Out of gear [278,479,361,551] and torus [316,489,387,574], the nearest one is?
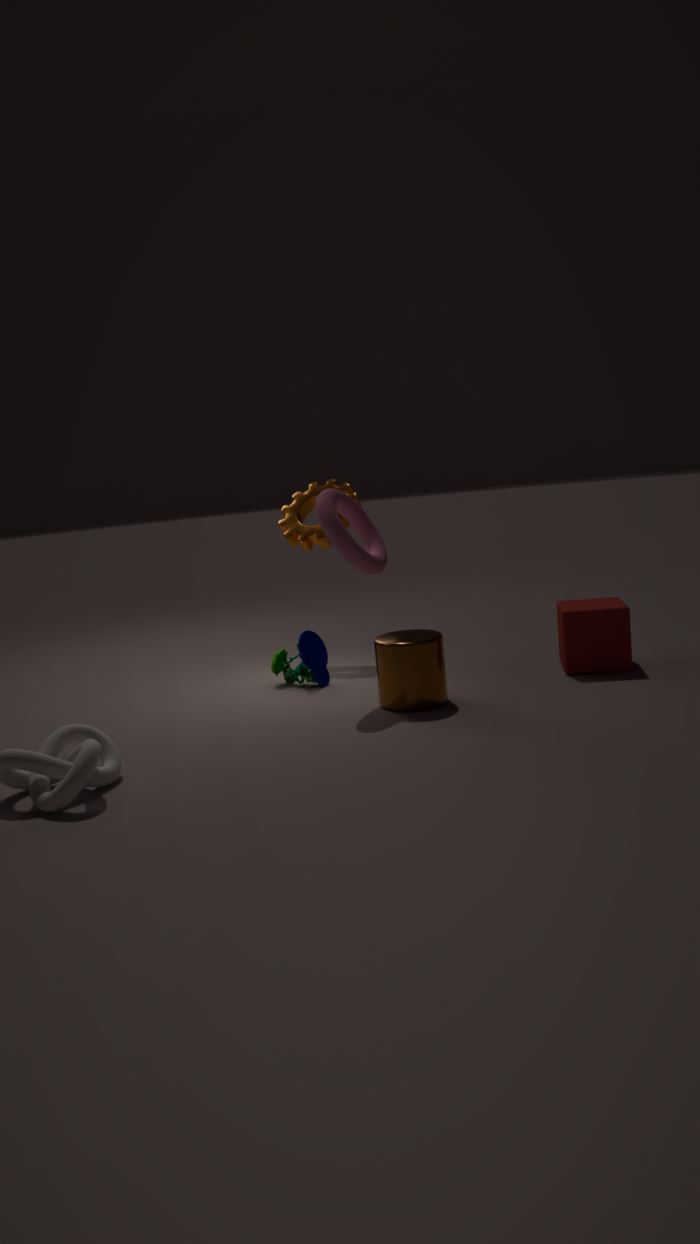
torus [316,489,387,574]
